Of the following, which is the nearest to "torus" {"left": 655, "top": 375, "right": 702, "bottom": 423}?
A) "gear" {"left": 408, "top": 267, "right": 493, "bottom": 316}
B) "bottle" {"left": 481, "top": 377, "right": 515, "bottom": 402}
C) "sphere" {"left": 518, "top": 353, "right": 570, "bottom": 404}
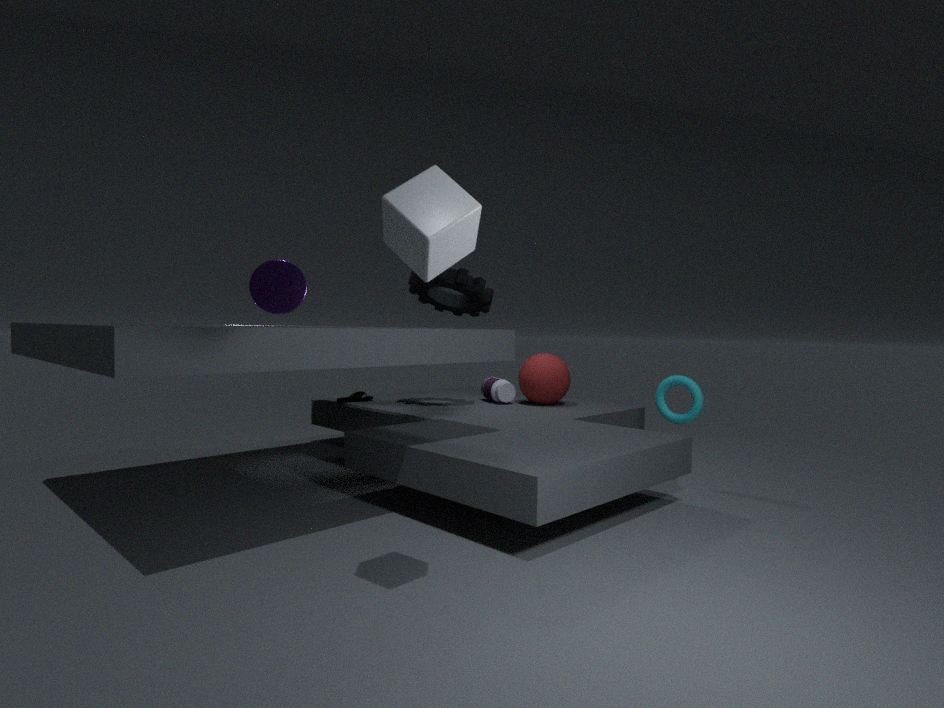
"sphere" {"left": 518, "top": 353, "right": 570, "bottom": 404}
